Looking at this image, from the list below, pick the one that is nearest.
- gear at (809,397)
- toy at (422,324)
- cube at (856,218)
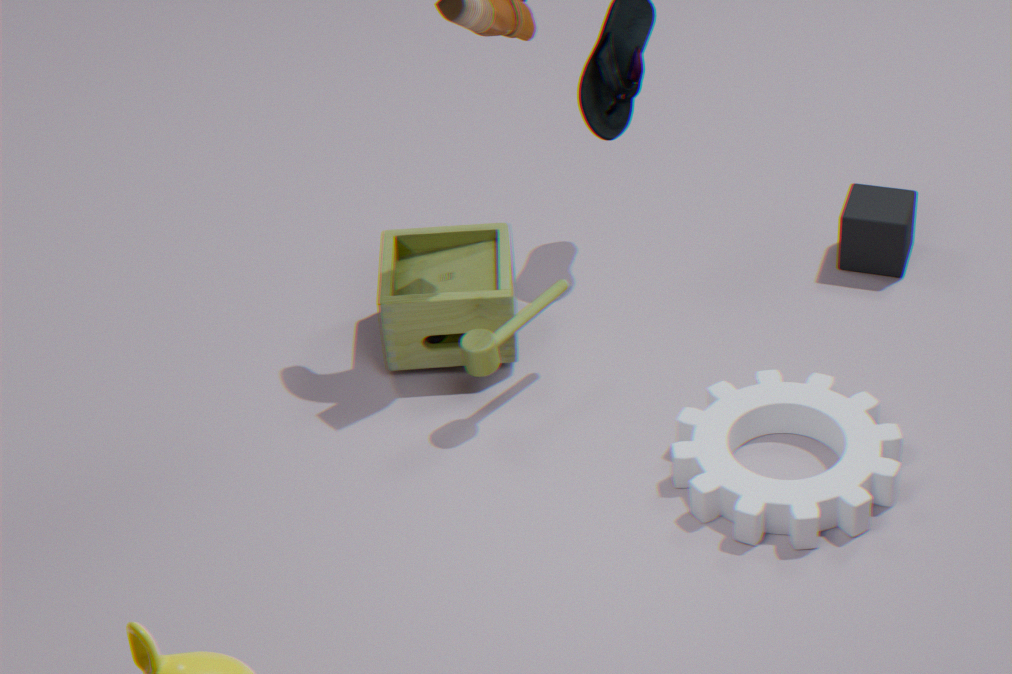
gear at (809,397)
